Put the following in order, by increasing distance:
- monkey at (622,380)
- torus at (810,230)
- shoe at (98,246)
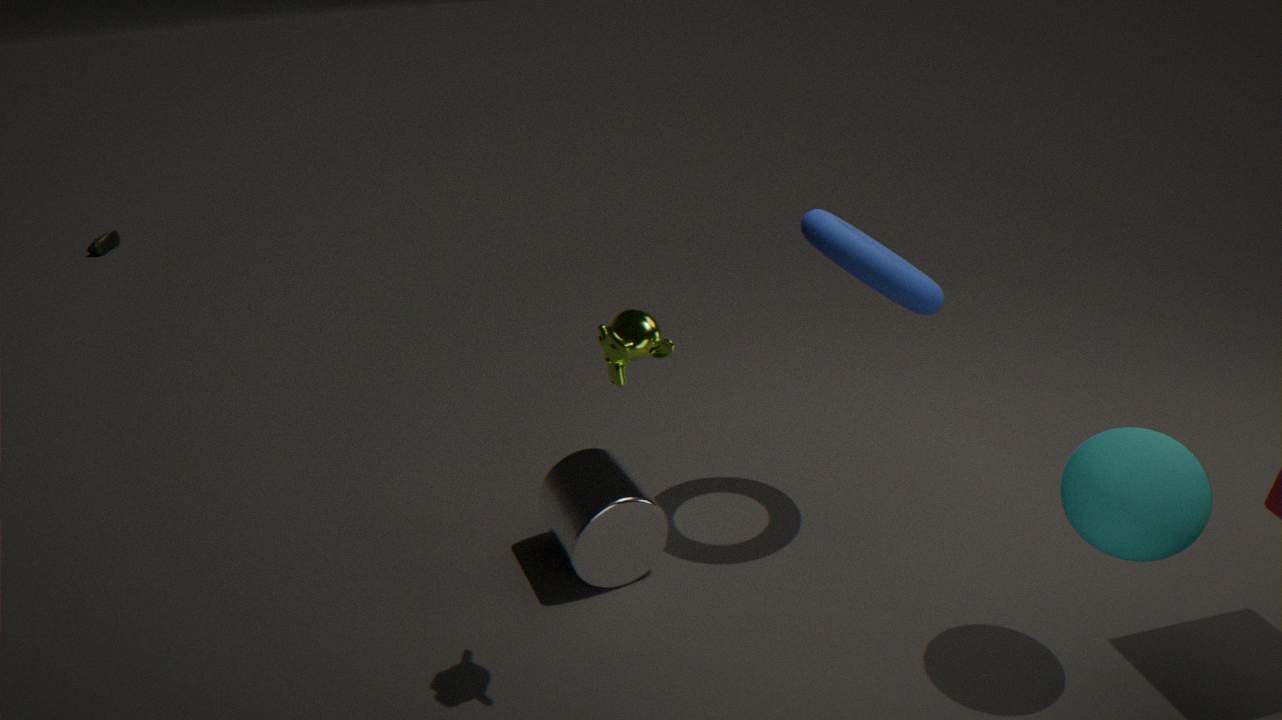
monkey at (622,380) < torus at (810,230) < shoe at (98,246)
